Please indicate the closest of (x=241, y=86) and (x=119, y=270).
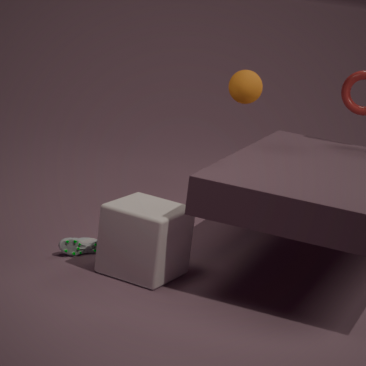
(x=119, y=270)
